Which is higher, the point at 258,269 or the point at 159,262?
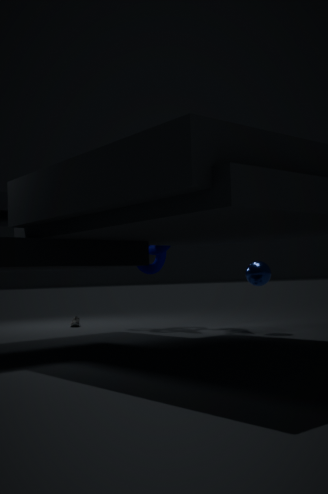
the point at 159,262
